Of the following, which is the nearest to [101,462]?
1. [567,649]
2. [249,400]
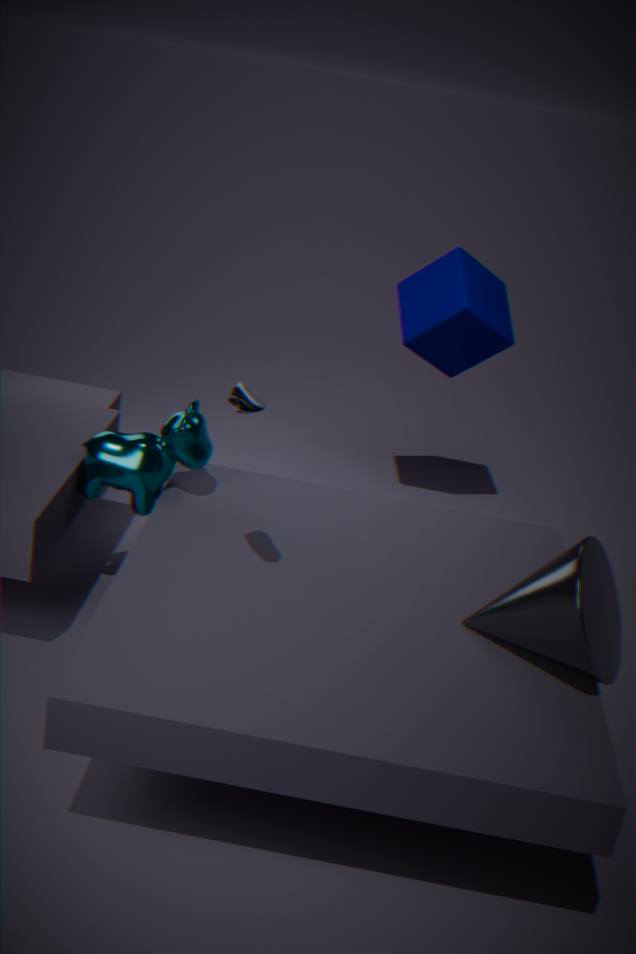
[249,400]
